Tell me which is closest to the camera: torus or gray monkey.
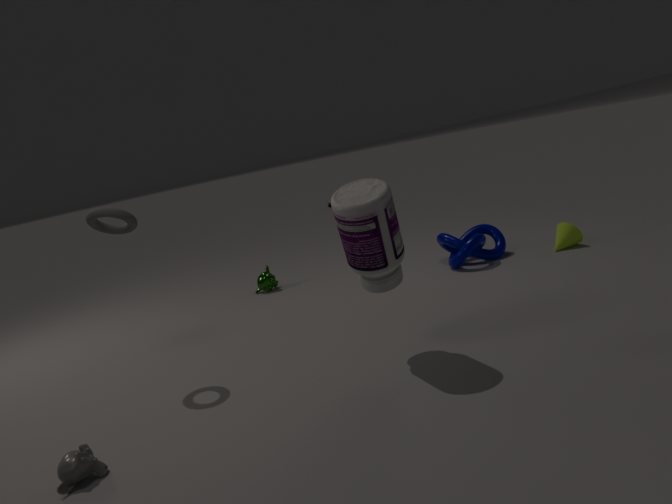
gray monkey
